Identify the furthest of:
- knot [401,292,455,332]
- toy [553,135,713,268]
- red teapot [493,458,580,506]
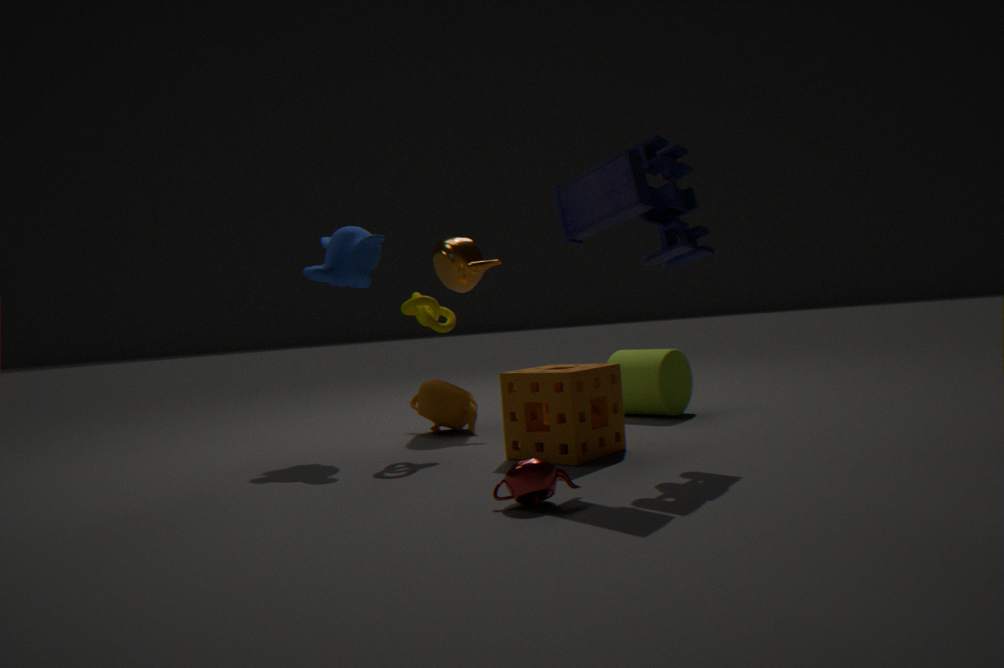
knot [401,292,455,332]
